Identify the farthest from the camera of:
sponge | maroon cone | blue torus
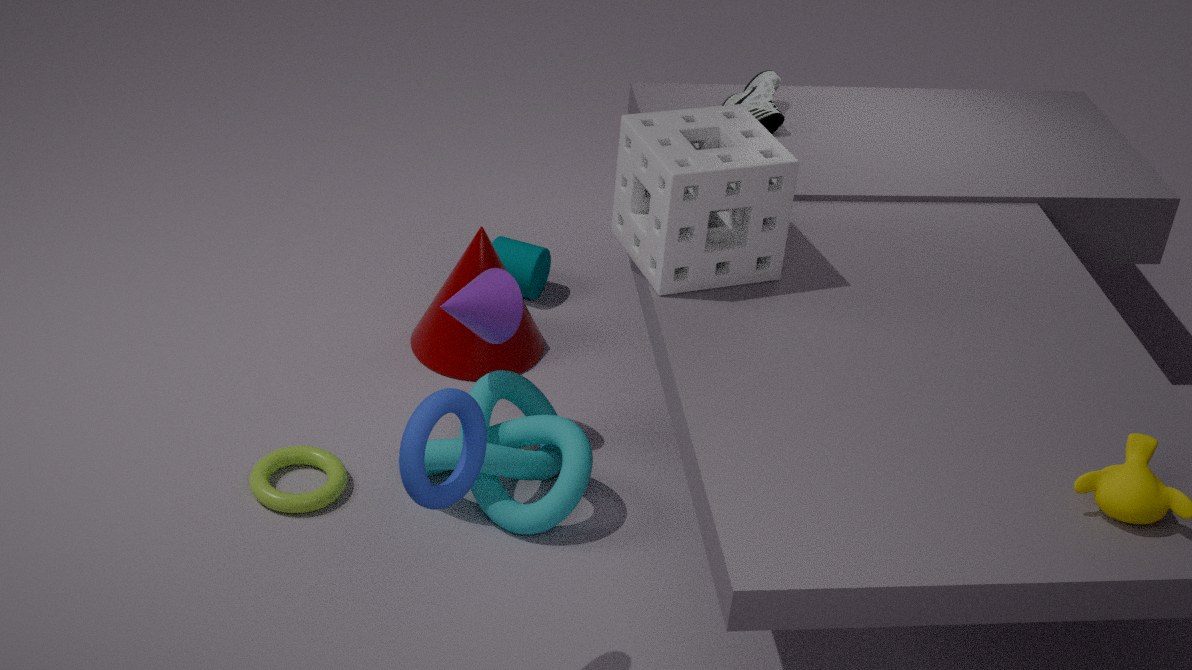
maroon cone
